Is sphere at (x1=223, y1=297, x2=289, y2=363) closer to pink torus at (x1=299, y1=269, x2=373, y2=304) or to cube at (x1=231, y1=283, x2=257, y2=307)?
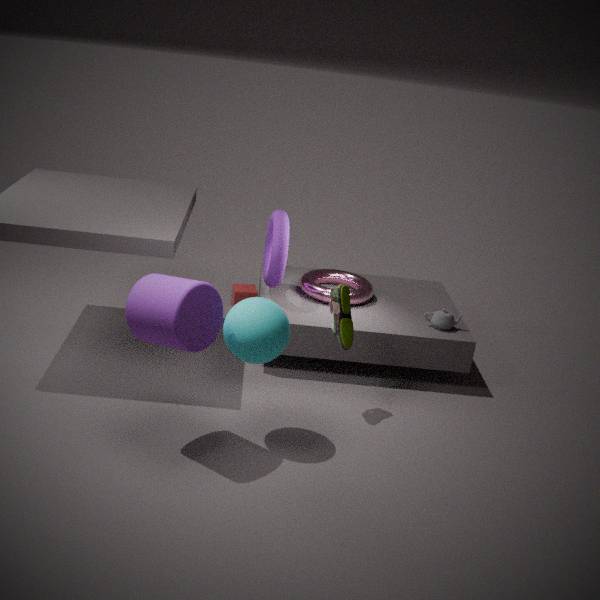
pink torus at (x1=299, y1=269, x2=373, y2=304)
